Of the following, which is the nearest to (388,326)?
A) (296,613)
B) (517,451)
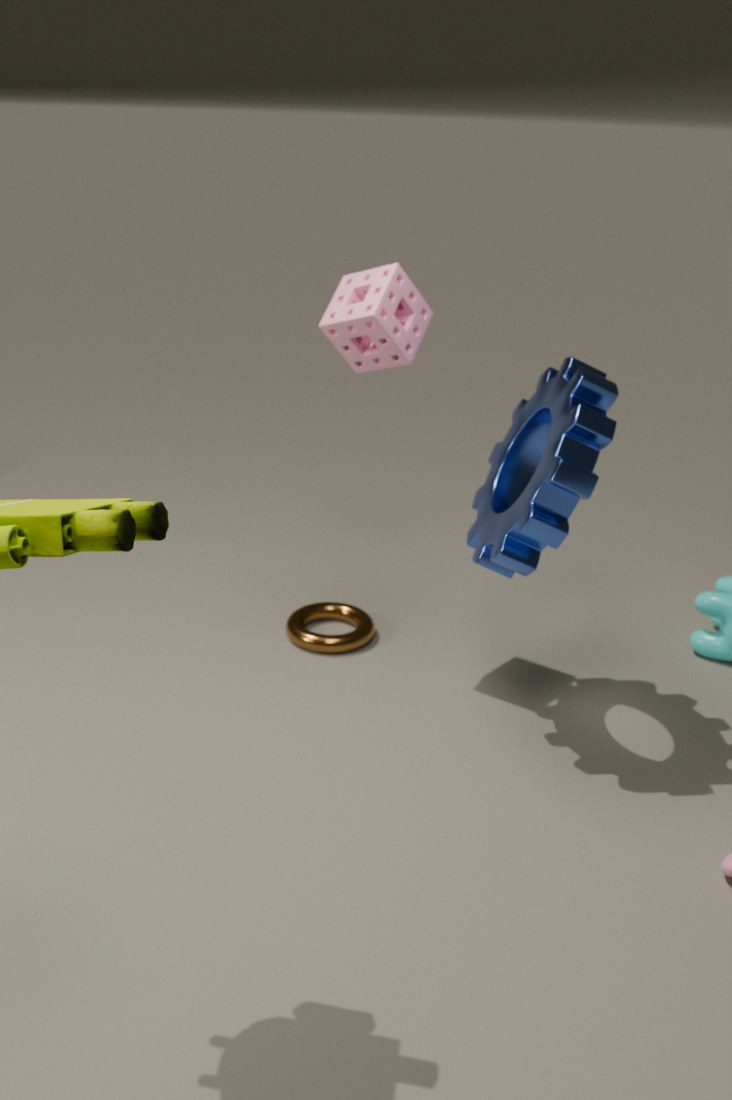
(517,451)
